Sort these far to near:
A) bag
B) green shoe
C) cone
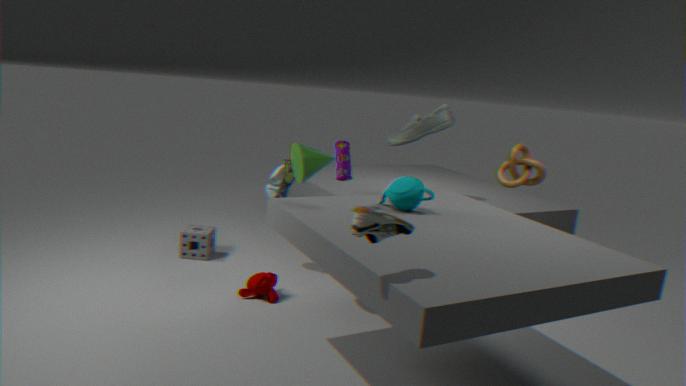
green shoe → cone → bag
